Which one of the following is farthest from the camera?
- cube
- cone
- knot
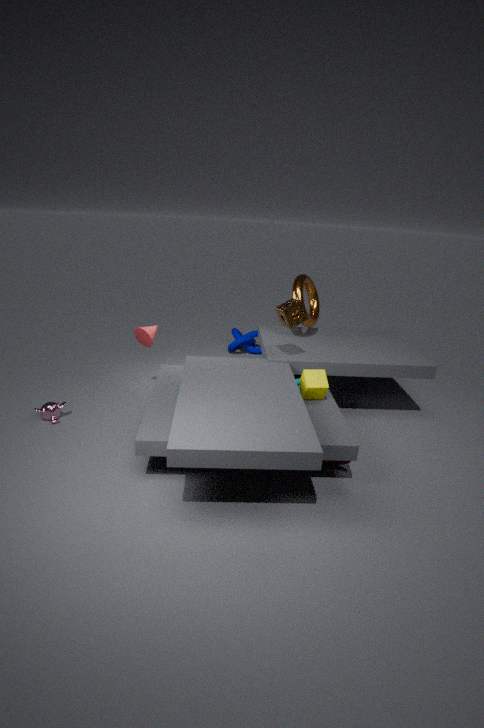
knot
